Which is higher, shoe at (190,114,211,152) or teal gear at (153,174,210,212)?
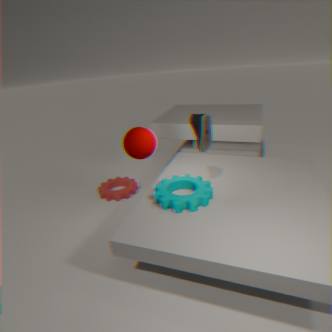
shoe at (190,114,211,152)
